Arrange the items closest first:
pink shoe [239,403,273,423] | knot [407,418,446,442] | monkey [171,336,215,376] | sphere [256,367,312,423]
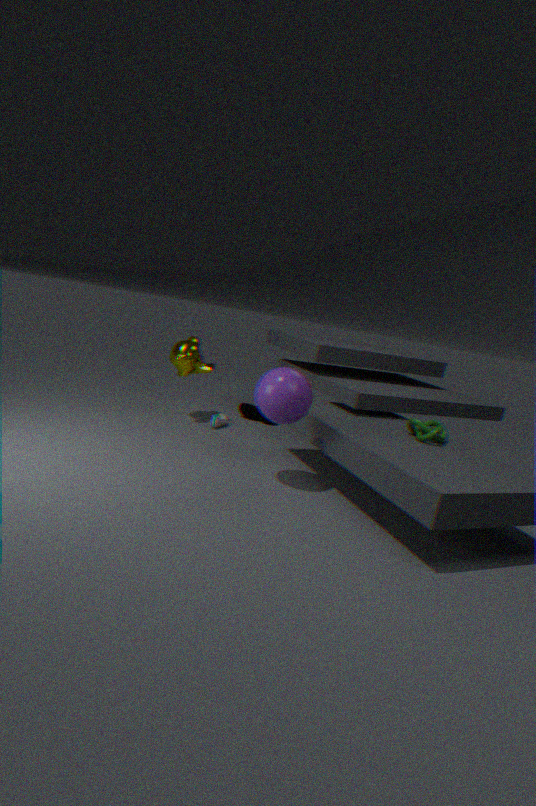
sphere [256,367,312,423] < knot [407,418,446,442] < monkey [171,336,215,376] < pink shoe [239,403,273,423]
